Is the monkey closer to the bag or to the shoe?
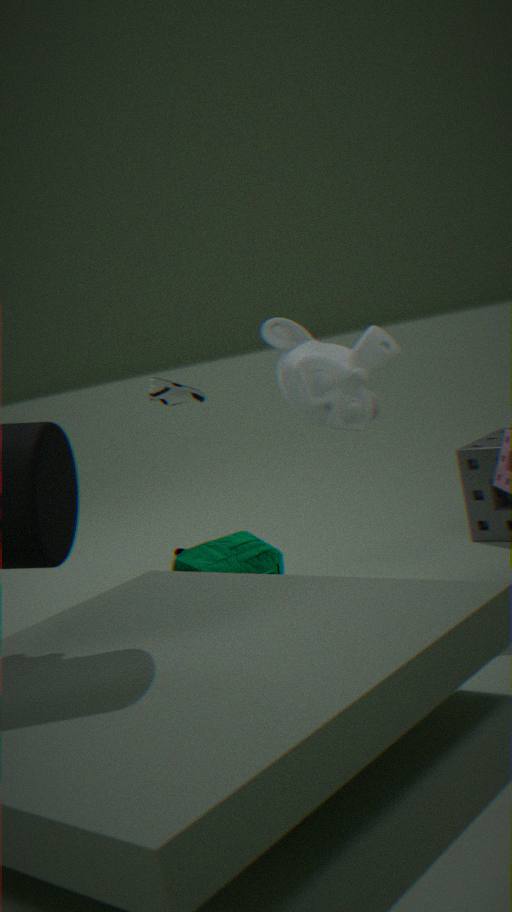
the bag
